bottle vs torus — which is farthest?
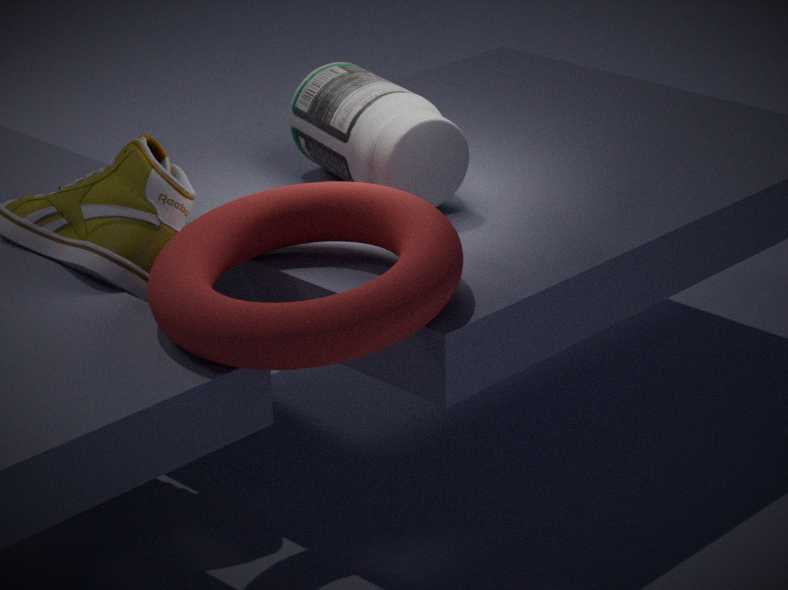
bottle
